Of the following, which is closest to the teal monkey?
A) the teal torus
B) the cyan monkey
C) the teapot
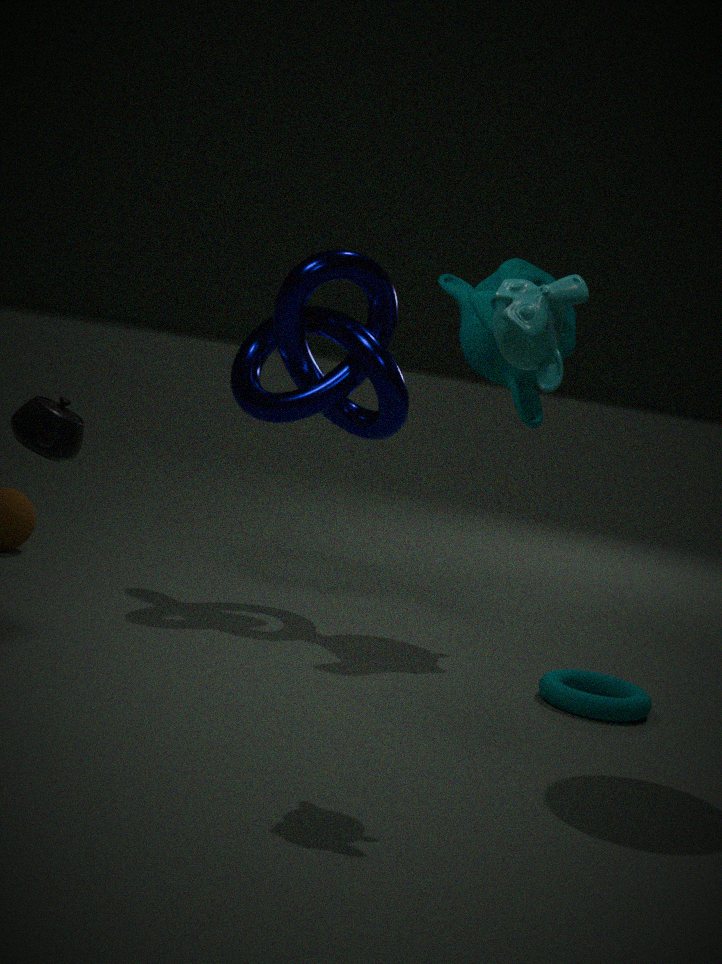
the teal torus
